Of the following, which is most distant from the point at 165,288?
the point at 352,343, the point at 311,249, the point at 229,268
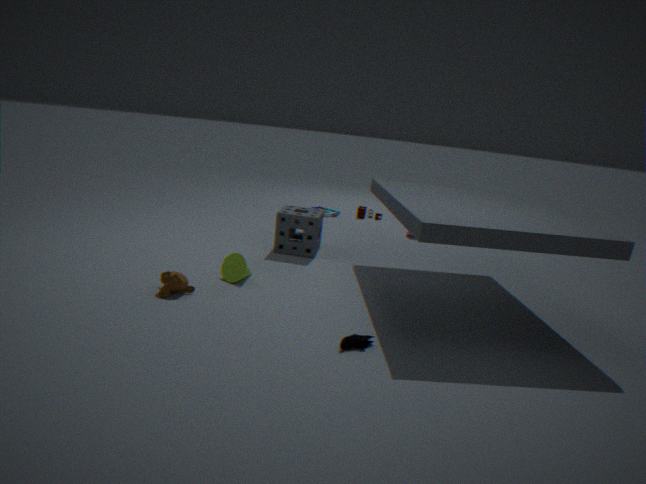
the point at 311,249
